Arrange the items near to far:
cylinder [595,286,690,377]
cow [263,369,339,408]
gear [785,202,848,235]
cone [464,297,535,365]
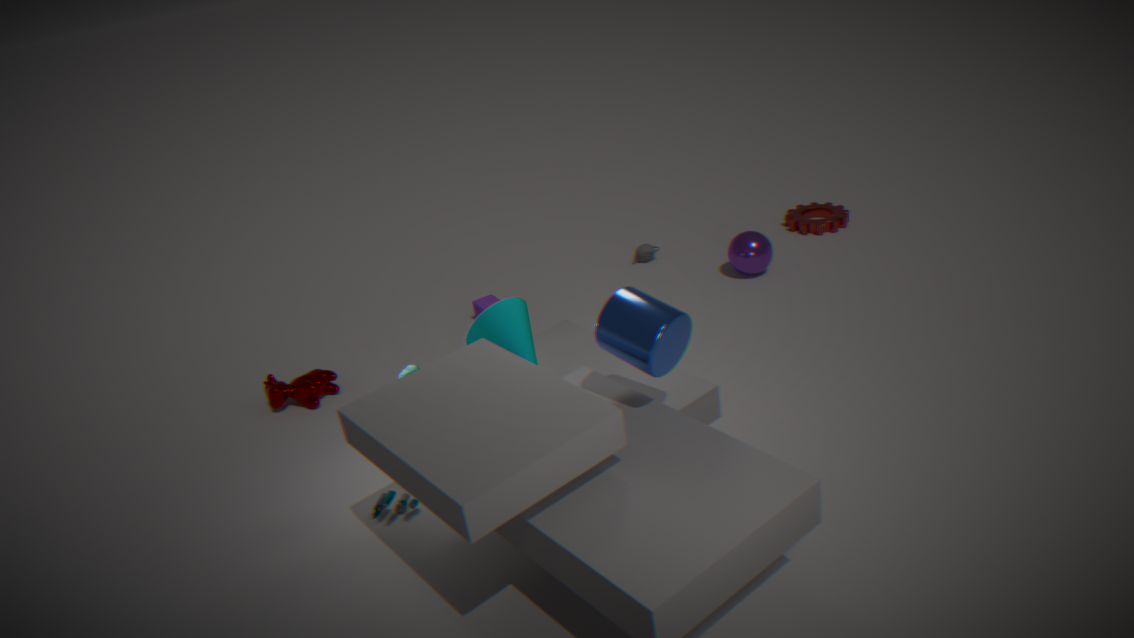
cylinder [595,286,690,377]
cone [464,297,535,365]
cow [263,369,339,408]
gear [785,202,848,235]
